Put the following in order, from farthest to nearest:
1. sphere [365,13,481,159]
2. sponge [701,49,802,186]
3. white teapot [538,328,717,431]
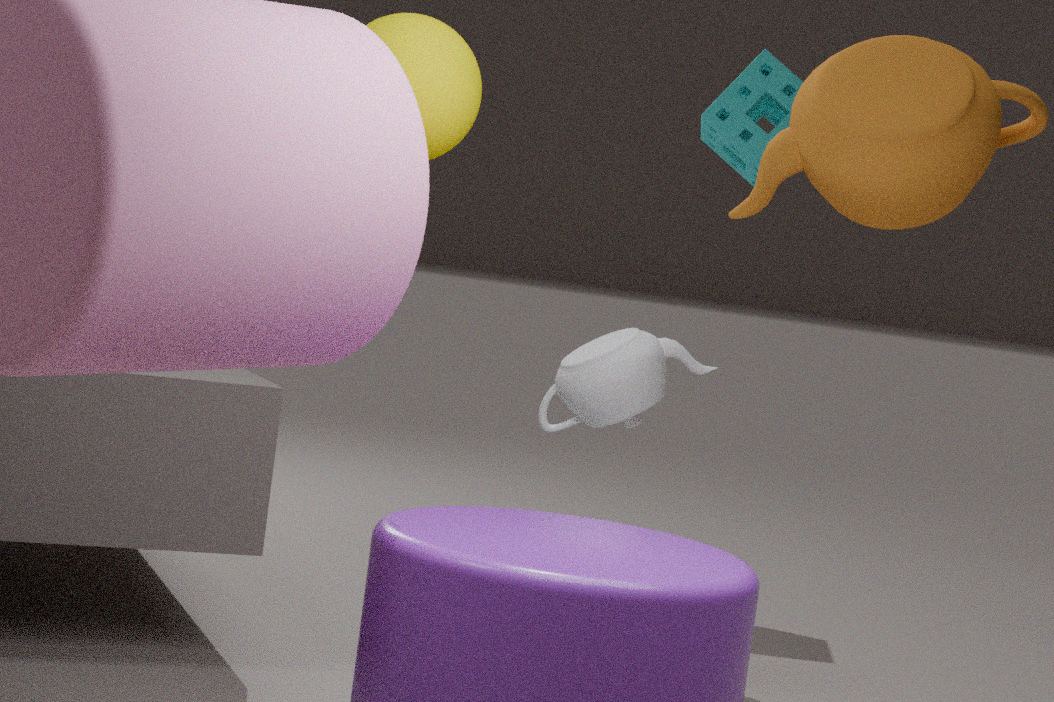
1. sponge [701,49,802,186]
2. white teapot [538,328,717,431]
3. sphere [365,13,481,159]
